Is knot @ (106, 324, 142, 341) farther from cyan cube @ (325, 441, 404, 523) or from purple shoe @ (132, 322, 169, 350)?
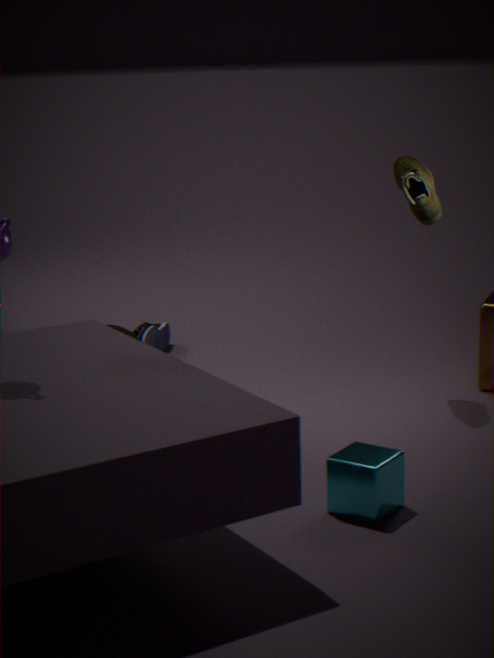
cyan cube @ (325, 441, 404, 523)
